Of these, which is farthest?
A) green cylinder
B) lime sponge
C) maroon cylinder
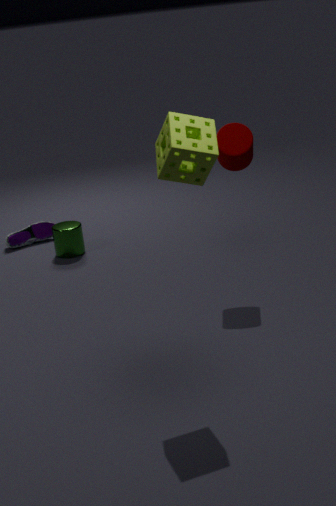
green cylinder
